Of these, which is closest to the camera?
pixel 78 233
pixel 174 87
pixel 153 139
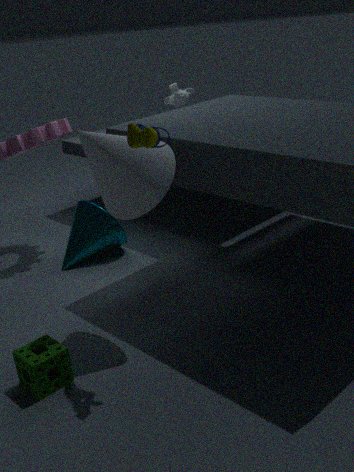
pixel 153 139
